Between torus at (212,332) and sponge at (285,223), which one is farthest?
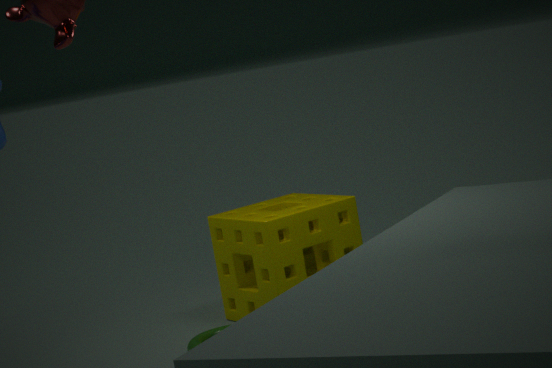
sponge at (285,223)
